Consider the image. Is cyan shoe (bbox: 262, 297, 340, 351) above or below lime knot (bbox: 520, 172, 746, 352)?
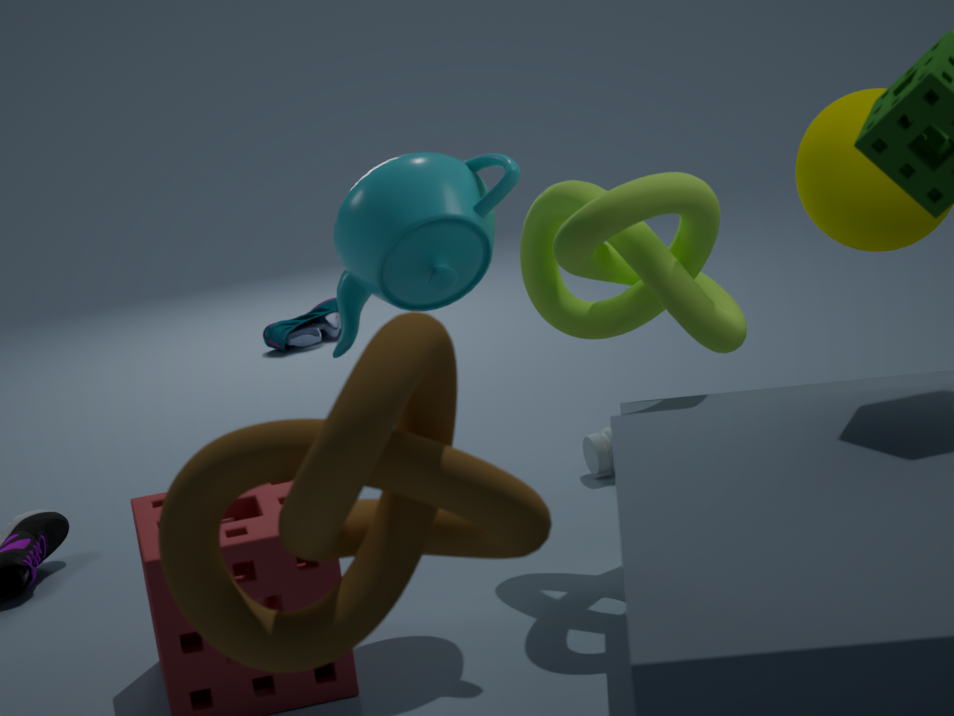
below
